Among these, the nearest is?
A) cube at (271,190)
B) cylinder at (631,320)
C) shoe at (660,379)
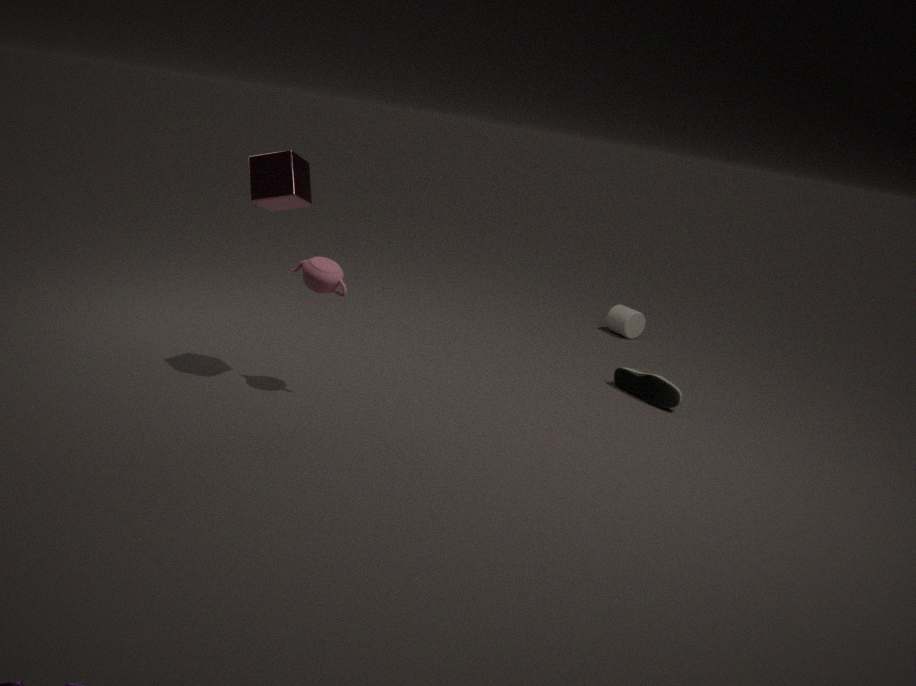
cube at (271,190)
